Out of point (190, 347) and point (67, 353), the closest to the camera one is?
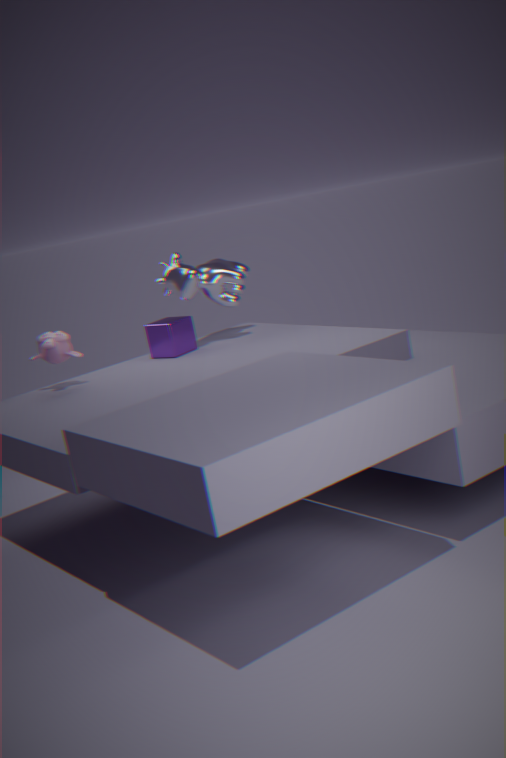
point (67, 353)
